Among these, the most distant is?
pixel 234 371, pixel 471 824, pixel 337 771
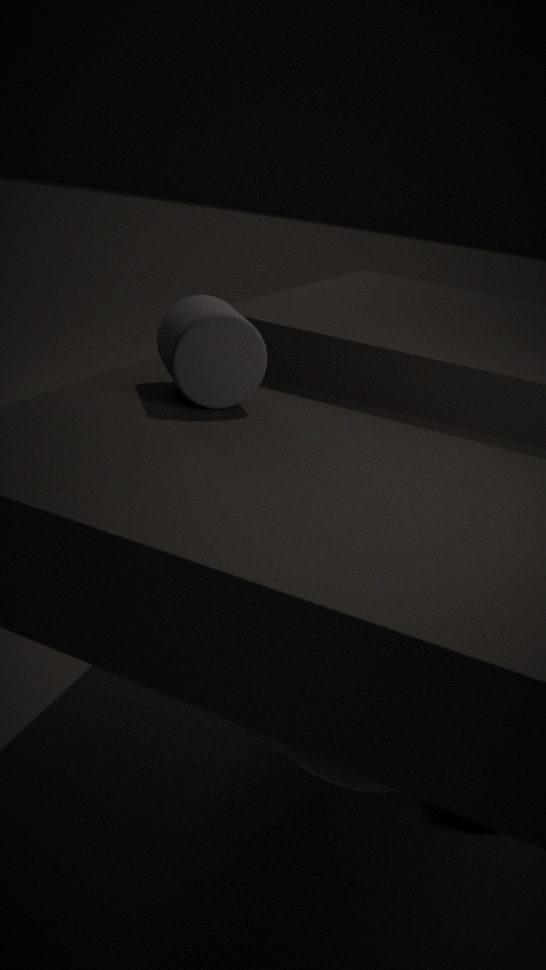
pixel 471 824
